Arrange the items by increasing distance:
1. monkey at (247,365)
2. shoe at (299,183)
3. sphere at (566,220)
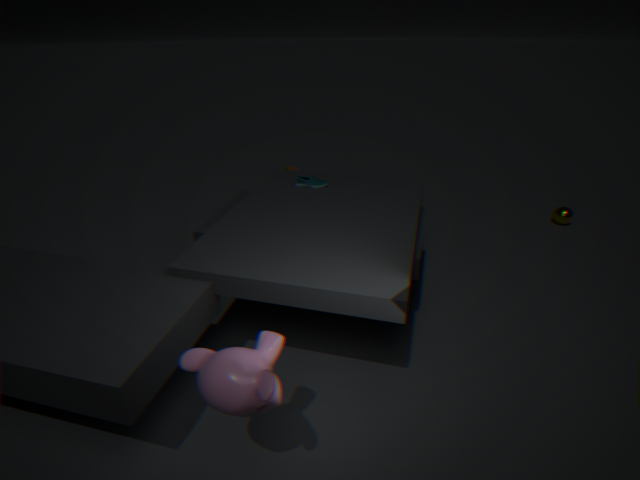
monkey at (247,365), shoe at (299,183), sphere at (566,220)
